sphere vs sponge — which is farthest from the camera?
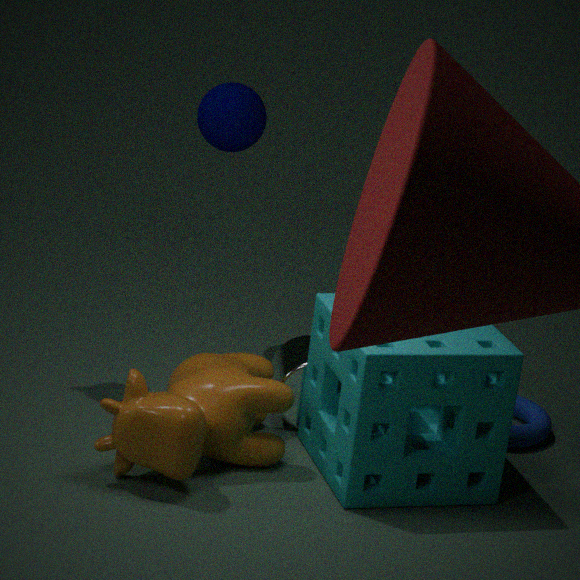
sphere
